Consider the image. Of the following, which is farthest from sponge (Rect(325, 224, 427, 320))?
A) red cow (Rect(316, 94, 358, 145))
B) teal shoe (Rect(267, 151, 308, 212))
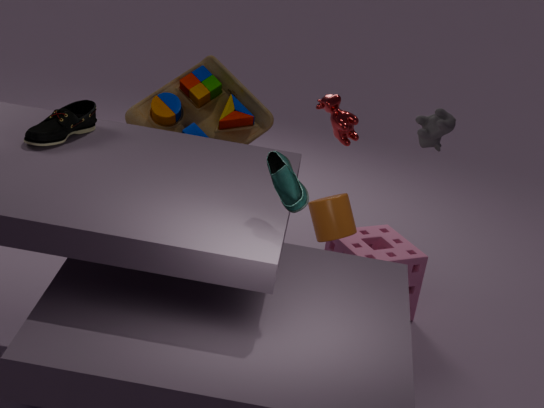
teal shoe (Rect(267, 151, 308, 212))
